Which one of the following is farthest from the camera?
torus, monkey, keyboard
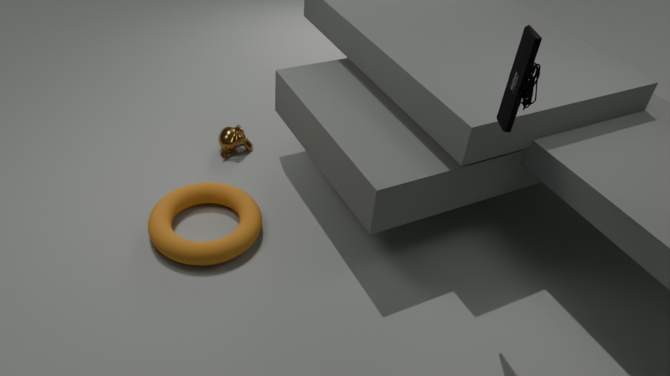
monkey
